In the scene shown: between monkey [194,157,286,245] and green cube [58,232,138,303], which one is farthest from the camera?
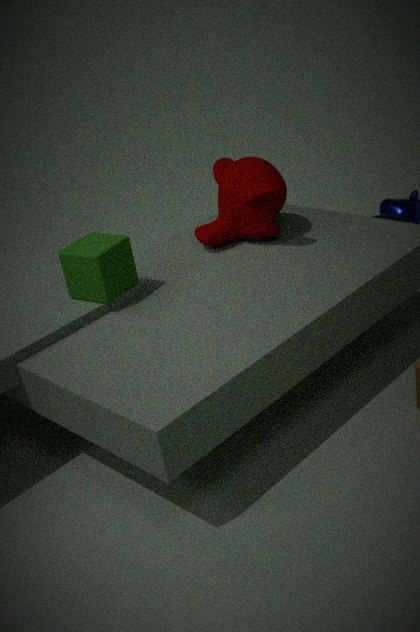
A: monkey [194,157,286,245]
